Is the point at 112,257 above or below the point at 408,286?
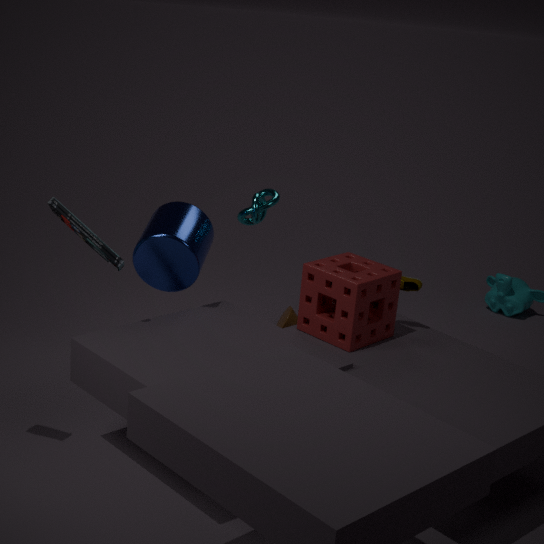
above
